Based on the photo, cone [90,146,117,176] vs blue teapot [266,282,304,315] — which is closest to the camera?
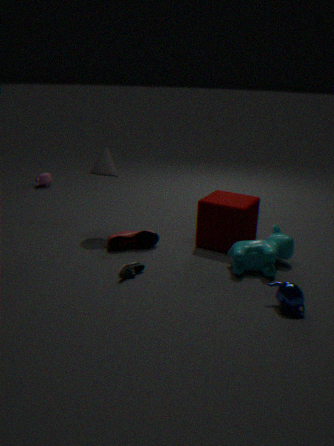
blue teapot [266,282,304,315]
